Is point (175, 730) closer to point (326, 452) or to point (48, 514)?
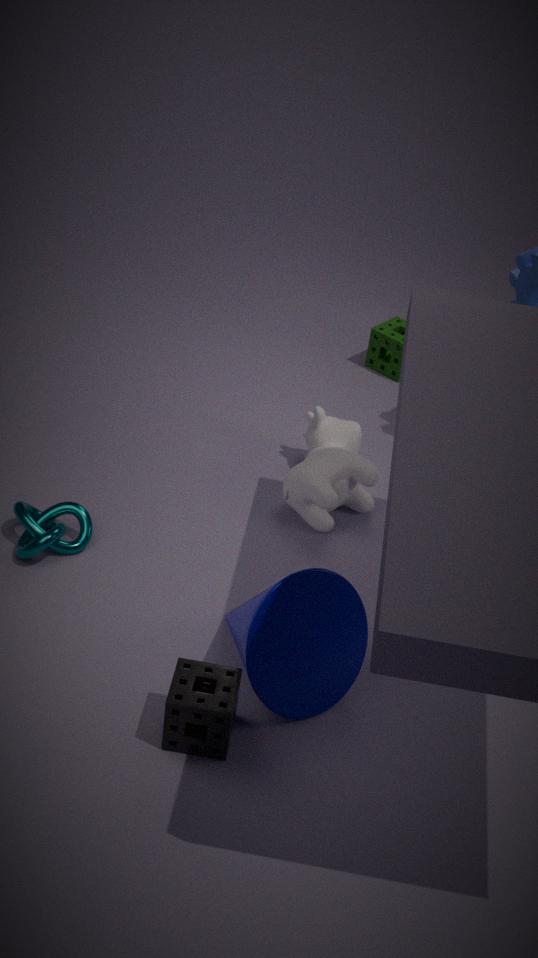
point (48, 514)
